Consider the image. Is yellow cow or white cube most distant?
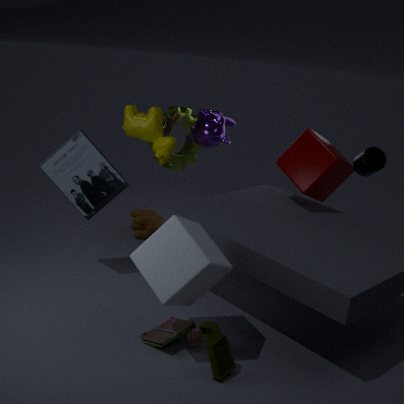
yellow cow
